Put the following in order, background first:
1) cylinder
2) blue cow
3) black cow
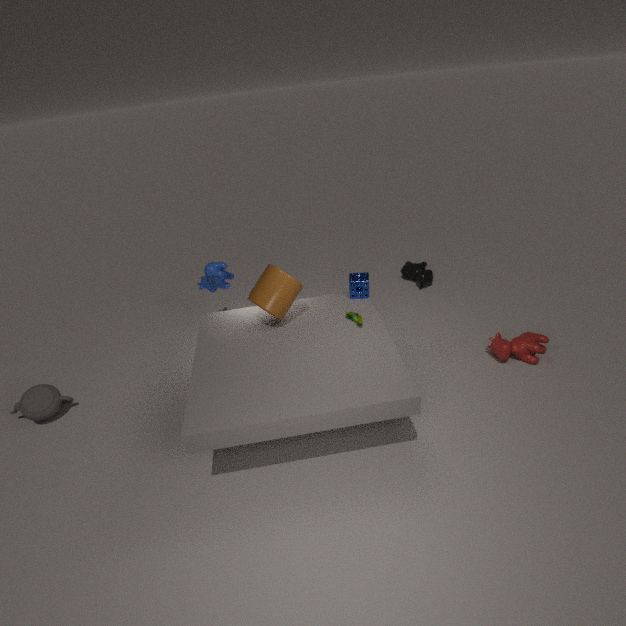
3. black cow < 2. blue cow < 1. cylinder
